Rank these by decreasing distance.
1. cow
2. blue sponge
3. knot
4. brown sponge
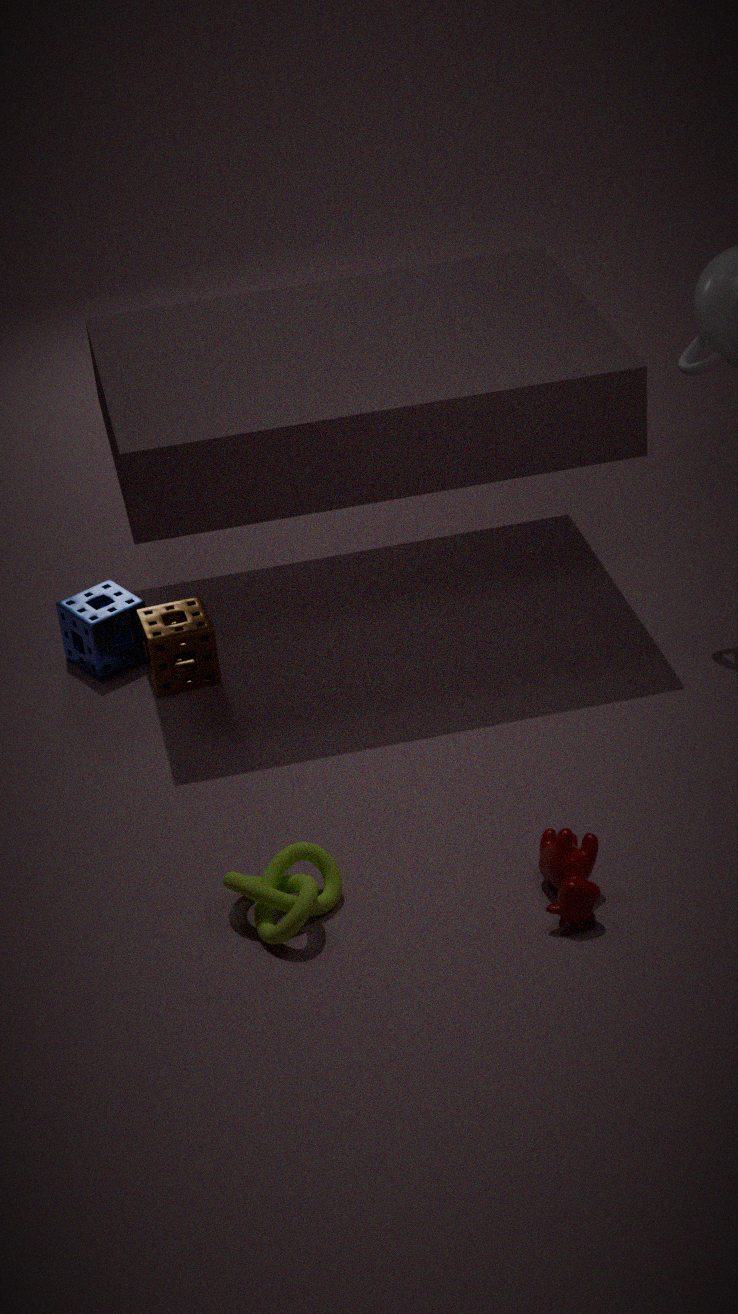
1. blue sponge
2. brown sponge
3. knot
4. cow
